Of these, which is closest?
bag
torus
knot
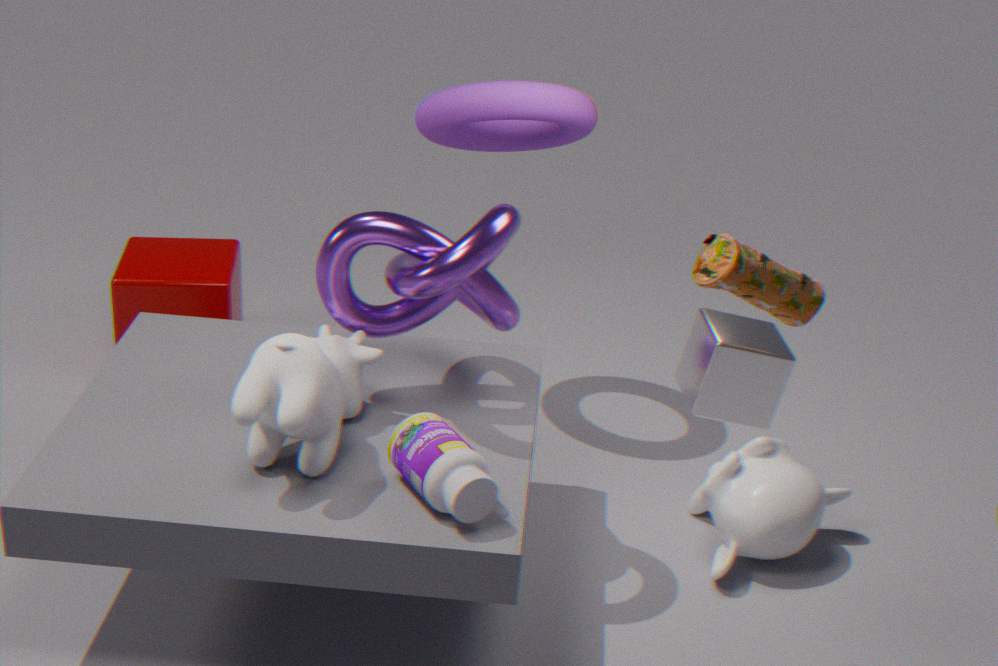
bag
